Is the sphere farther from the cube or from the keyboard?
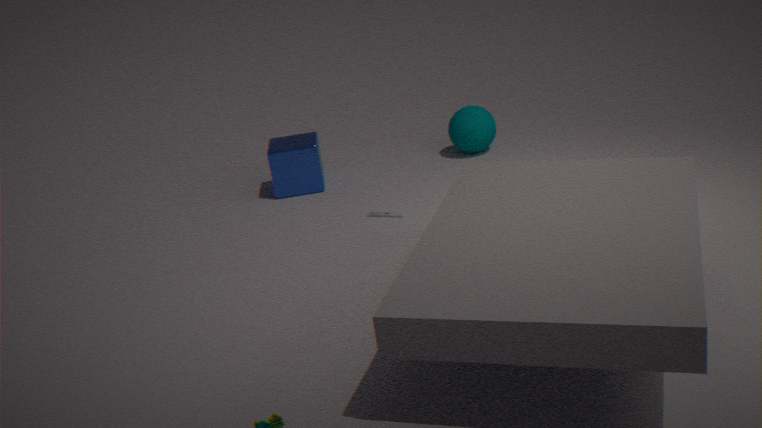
the keyboard
